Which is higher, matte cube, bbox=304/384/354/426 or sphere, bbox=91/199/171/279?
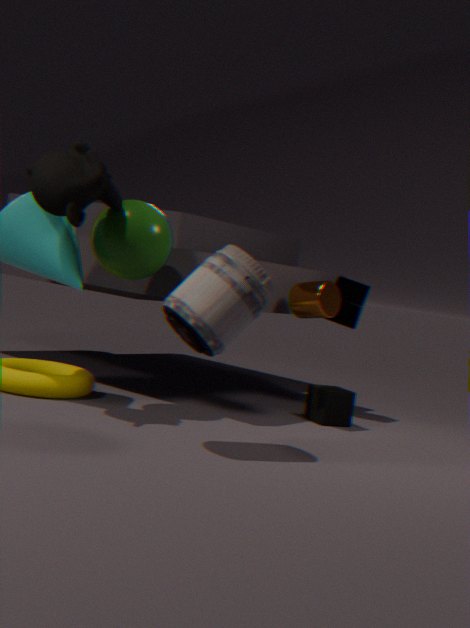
sphere, bbox=91/199/171/279
